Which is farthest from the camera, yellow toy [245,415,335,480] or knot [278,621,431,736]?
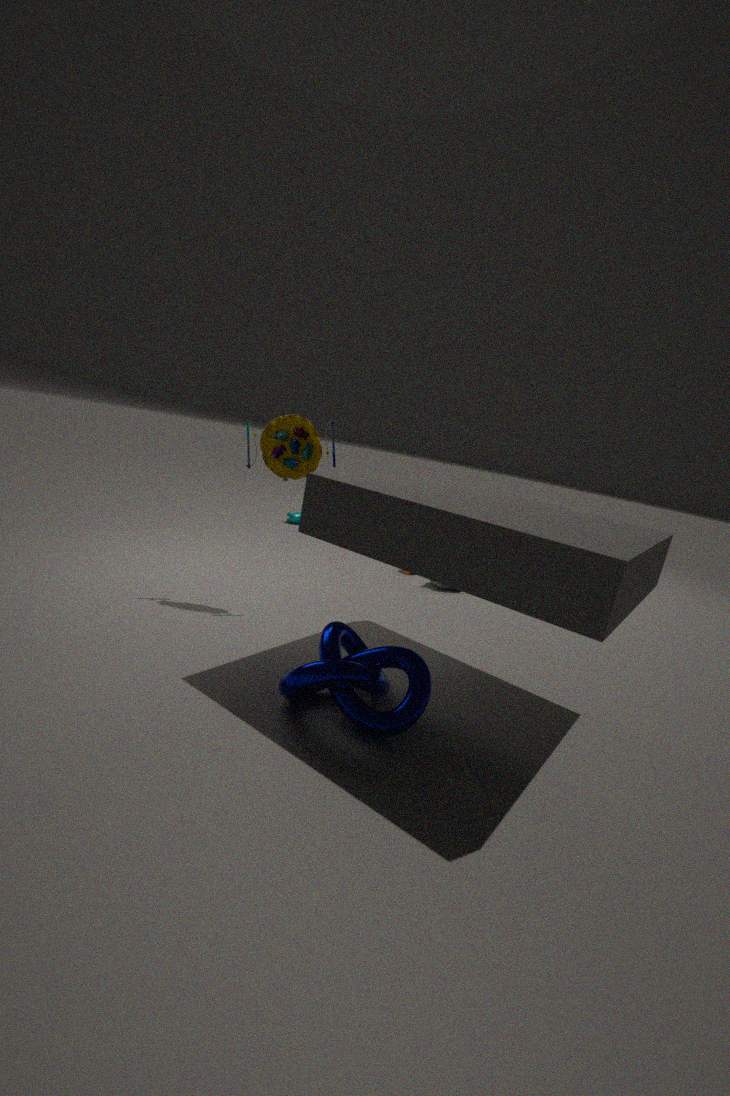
yellow toy [245,415,335,480]
